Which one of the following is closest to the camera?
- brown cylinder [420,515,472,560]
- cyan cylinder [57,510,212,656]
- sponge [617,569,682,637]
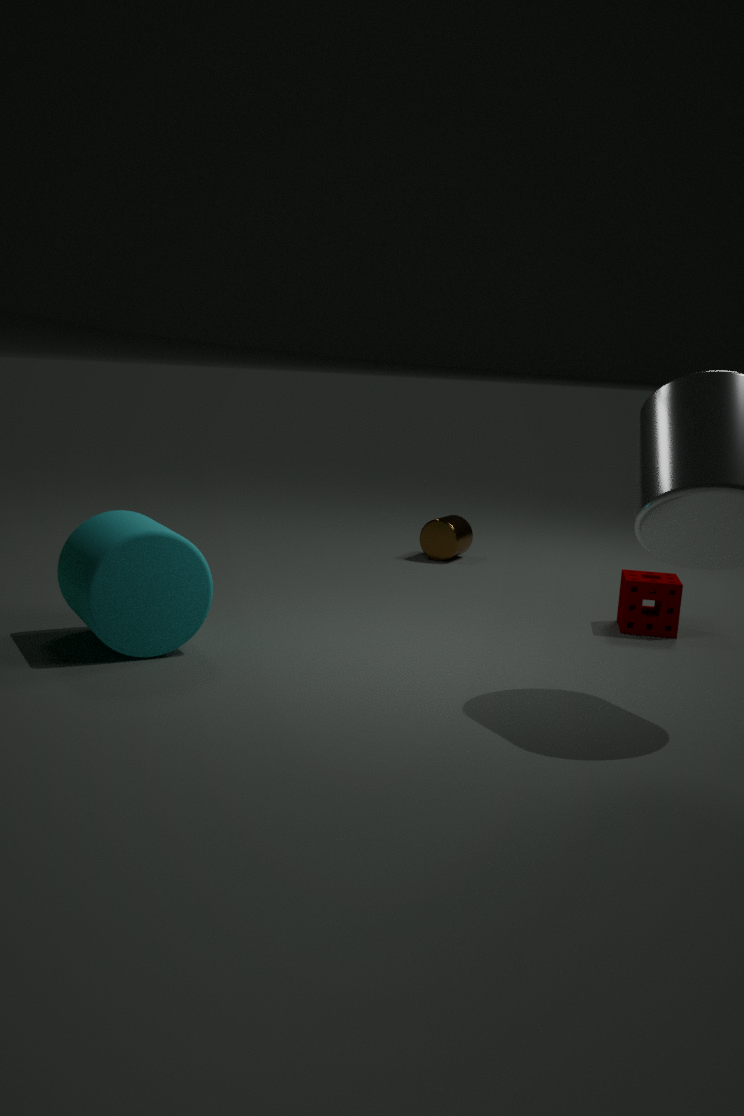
cyan cylinder [57,510,212,656]
